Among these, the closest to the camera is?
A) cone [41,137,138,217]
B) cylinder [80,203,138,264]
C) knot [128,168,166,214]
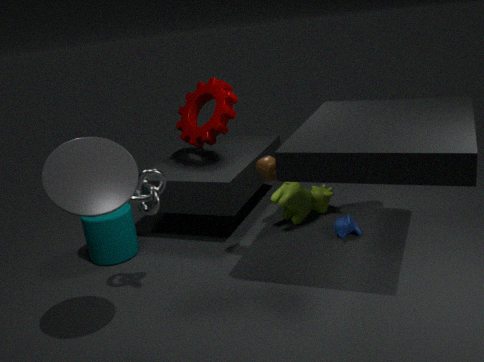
cone [41,137,138,217]
